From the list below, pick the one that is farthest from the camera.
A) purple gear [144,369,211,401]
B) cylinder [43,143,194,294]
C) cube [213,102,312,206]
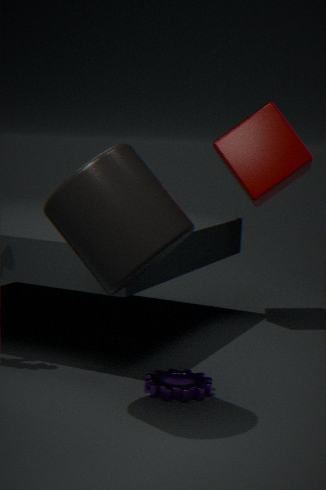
cube [213,102,312,206]
